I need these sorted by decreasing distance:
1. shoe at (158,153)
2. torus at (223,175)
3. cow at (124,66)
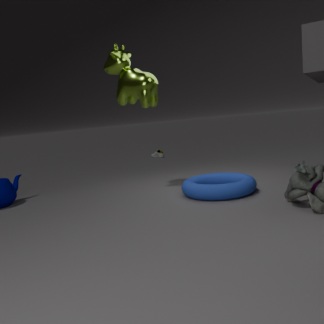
shoe at (158,153)
cow at (124,66)
torus at (223,175)
